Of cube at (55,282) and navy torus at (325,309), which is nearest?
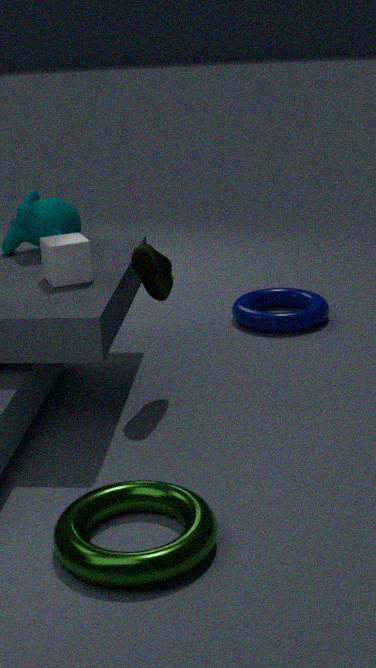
cube at (55,282)
